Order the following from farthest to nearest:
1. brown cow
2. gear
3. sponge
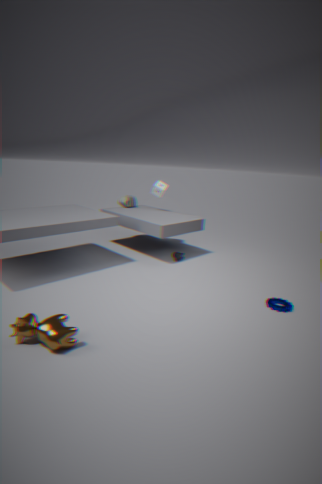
sponge, gear, brown cow
